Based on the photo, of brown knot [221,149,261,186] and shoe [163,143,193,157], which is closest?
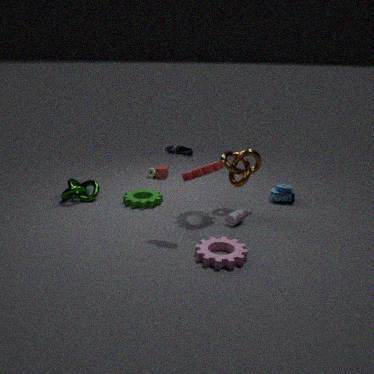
shoe [163,143,193,157]
